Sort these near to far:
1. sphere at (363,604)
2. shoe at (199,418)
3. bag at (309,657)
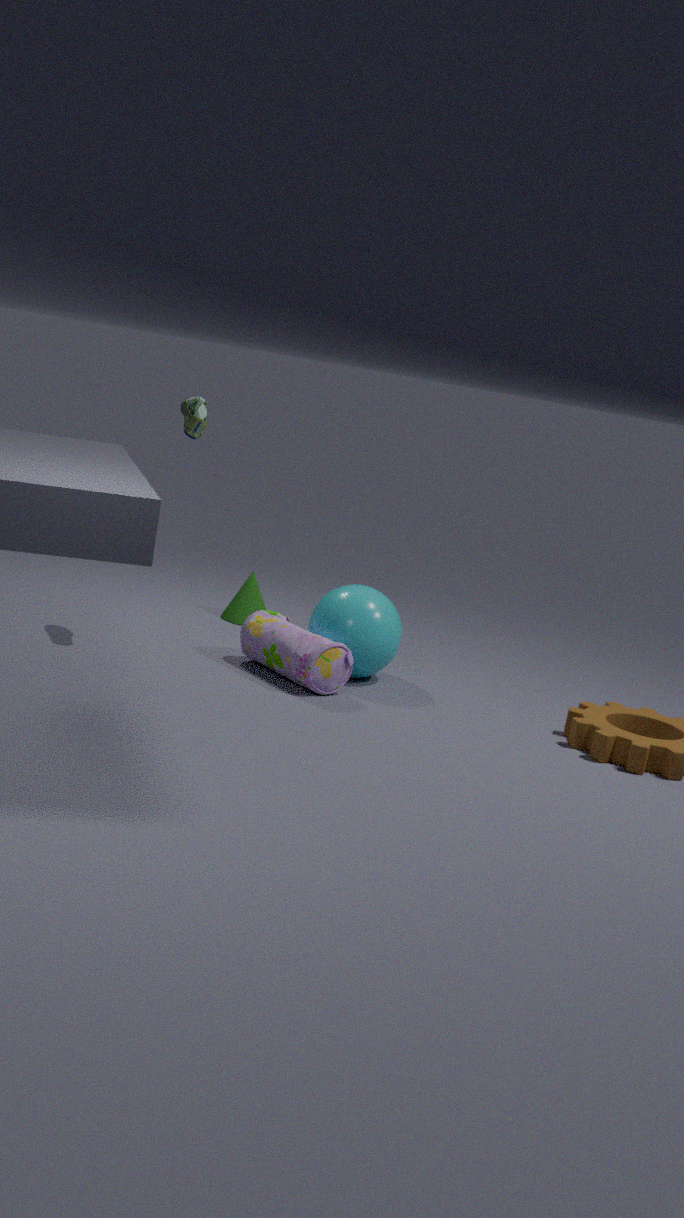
shoe at (199,418) → bag at (309,657) → sphere at (363,604)
